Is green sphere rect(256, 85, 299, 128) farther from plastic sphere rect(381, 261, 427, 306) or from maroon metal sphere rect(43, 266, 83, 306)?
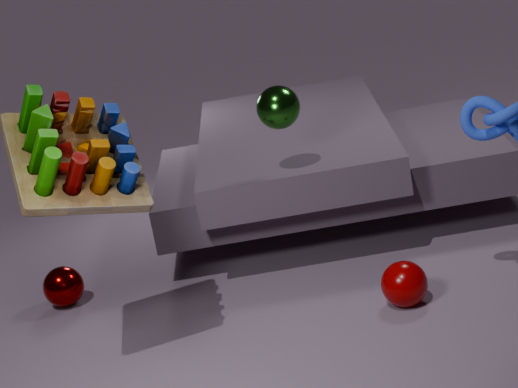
maroon metal sphere rect(43, 266, 83, 306)
